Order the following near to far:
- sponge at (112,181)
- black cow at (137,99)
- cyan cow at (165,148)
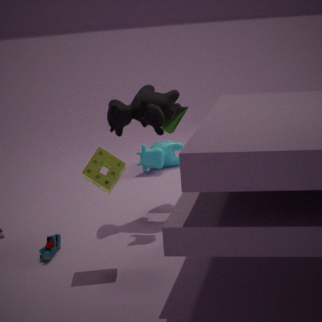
1. sponge at (112,181)
2. black cow at (137,99)
3. cyan cow at (165,148)
